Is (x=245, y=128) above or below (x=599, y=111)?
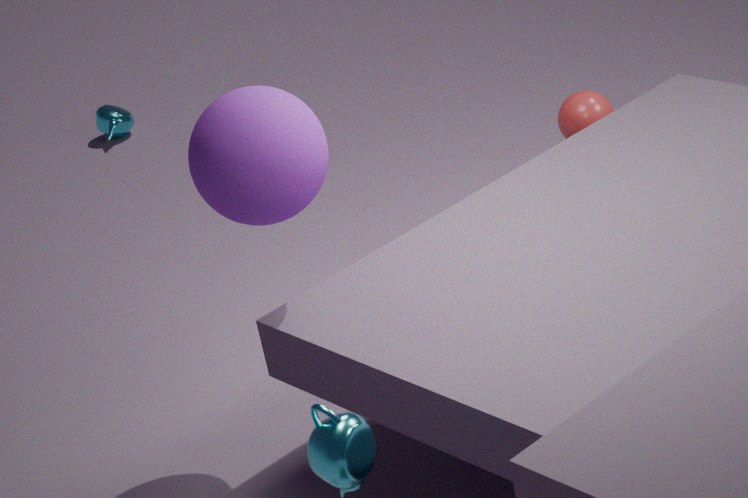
above
